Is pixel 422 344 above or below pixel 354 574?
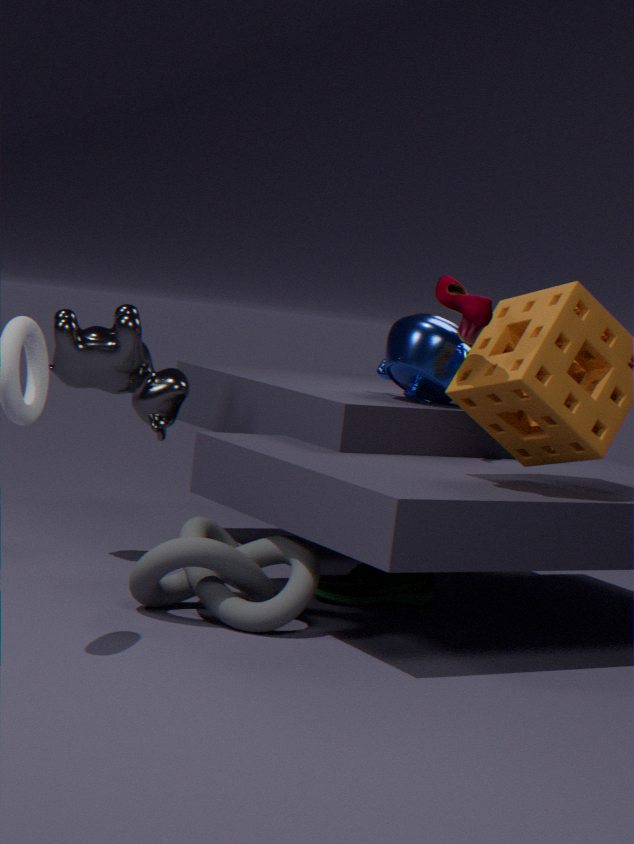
above
